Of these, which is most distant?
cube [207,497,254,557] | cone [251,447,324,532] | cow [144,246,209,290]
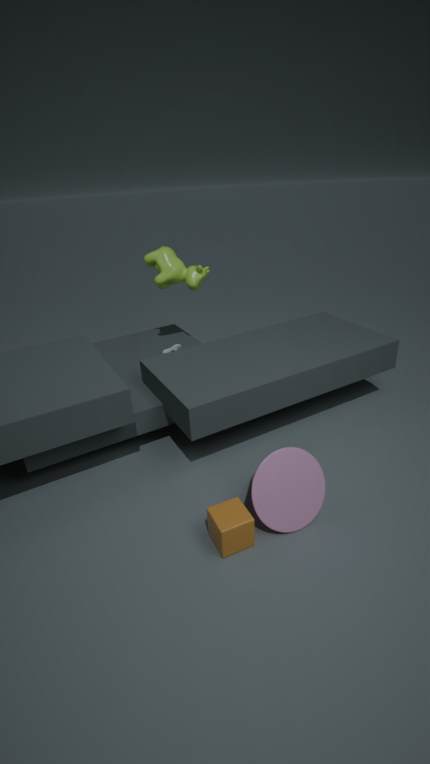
cow [144,246,209,290]
